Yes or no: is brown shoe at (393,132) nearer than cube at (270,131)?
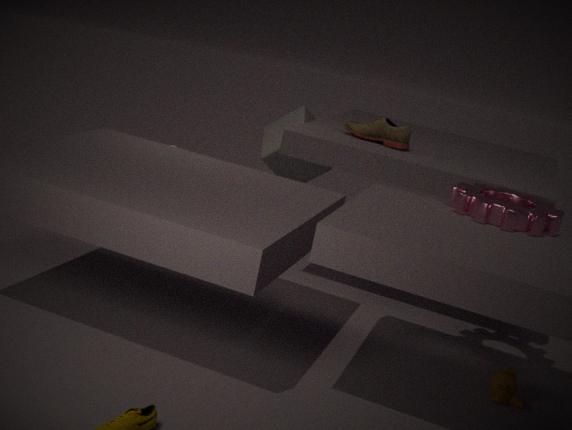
Yes
